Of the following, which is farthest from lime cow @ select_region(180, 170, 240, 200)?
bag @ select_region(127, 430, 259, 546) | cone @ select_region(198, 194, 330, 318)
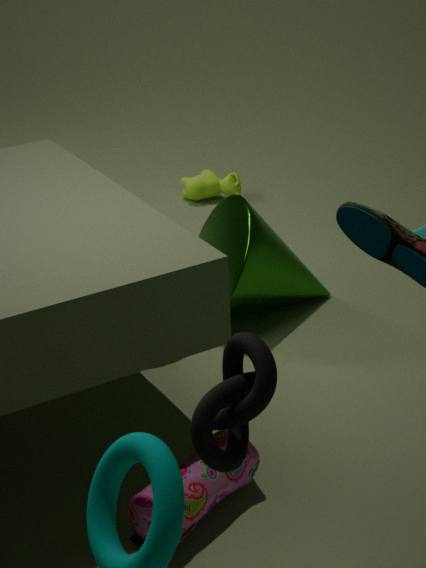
bag @ select_region(127, 430, 259, 546)
